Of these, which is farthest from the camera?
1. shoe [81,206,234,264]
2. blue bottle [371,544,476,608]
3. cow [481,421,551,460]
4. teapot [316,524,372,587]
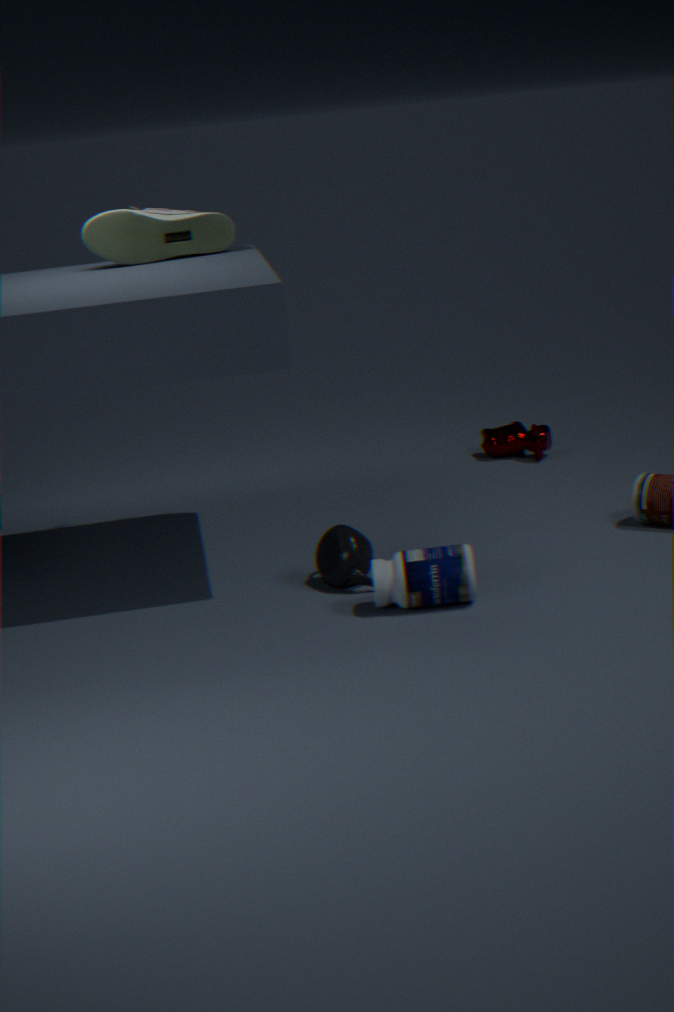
cow [481,421,551,460]
